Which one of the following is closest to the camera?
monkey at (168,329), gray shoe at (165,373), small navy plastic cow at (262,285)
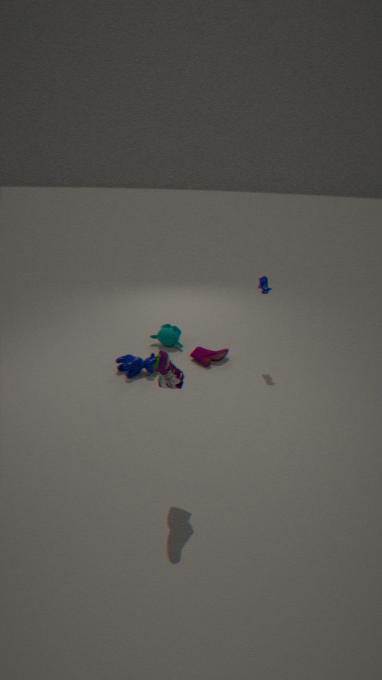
gray shoe at (165,373)
